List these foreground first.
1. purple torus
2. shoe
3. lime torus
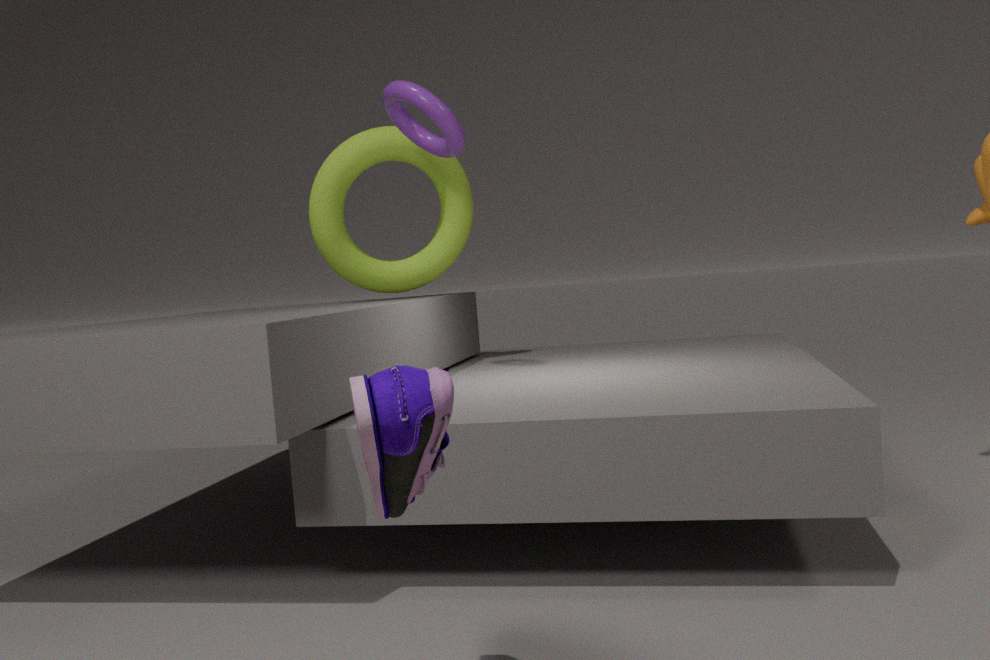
1. shoe
2. purple torus
3. lime torus
